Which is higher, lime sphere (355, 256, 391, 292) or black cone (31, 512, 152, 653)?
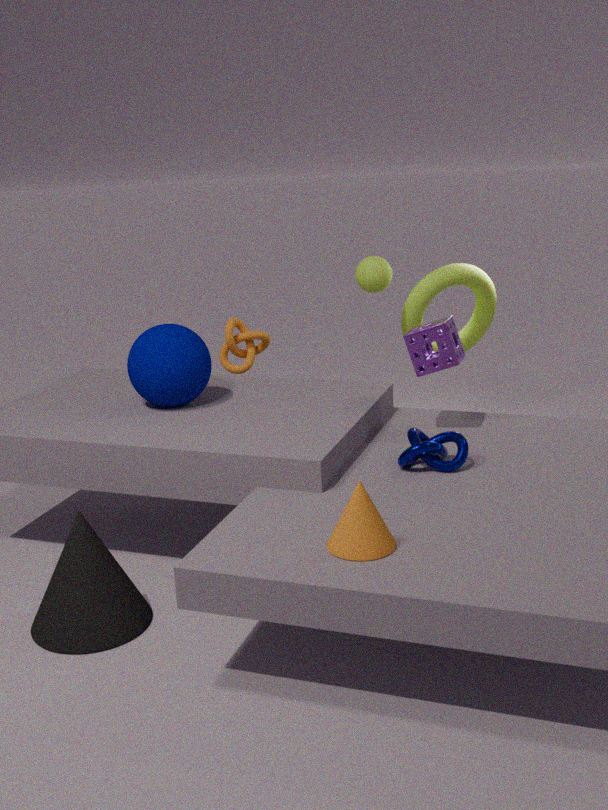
lime sphere (355, 256, 391, 292)
